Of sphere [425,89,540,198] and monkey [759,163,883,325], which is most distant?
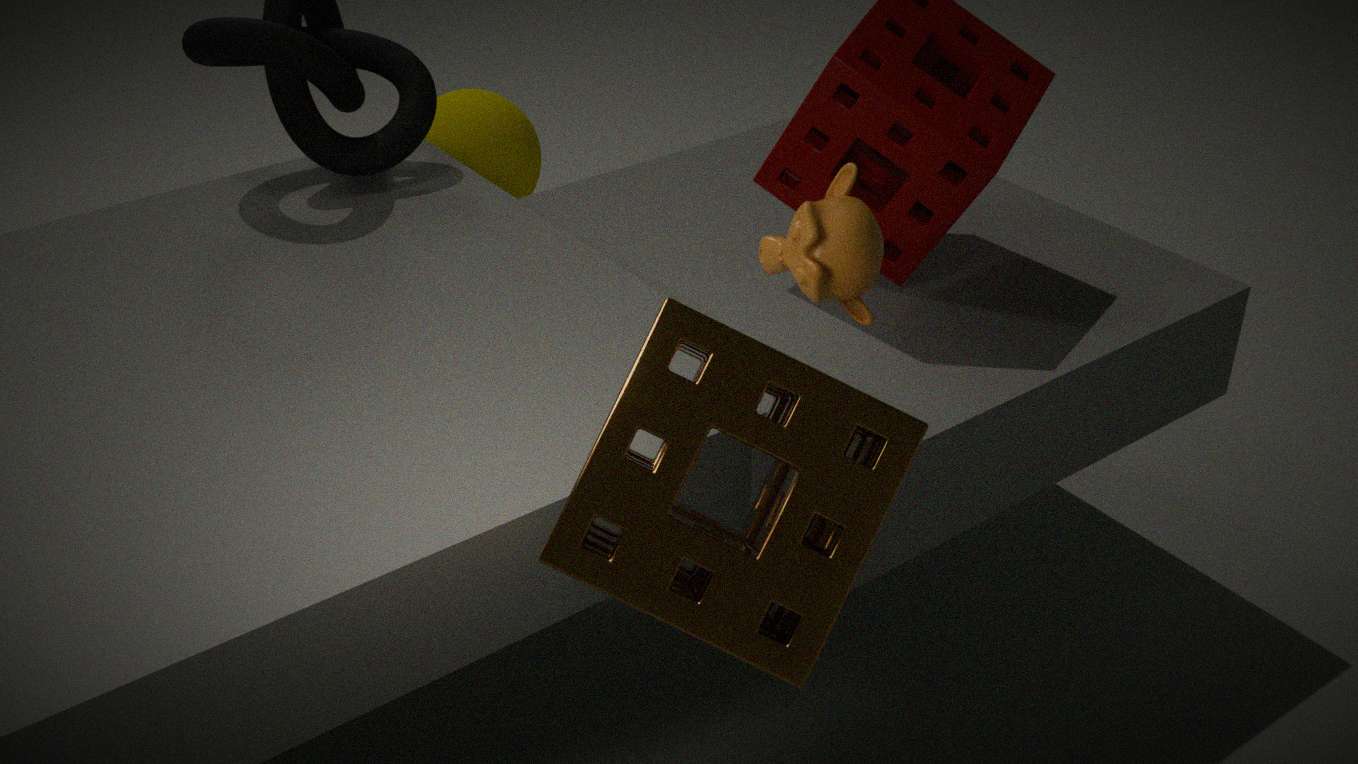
sphere [425,89,540,198]
